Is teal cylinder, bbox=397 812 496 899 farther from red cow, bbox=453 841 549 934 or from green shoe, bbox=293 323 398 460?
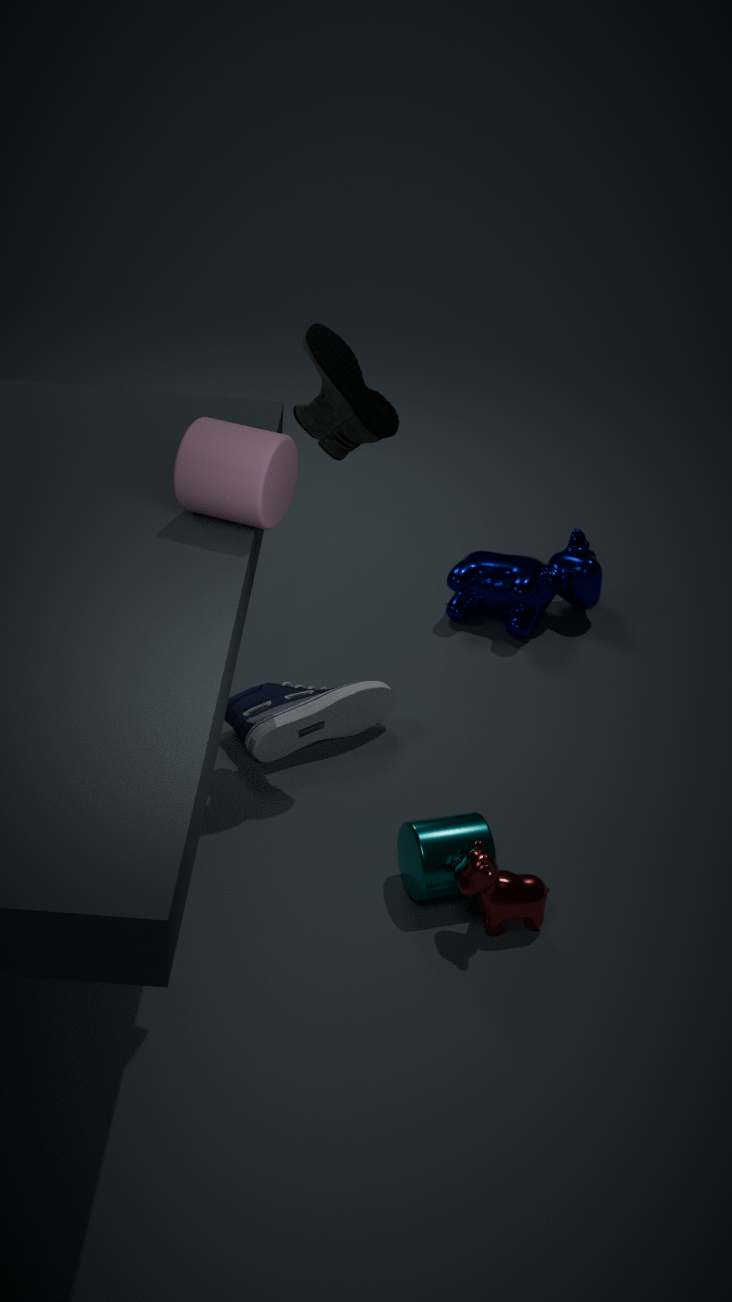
green shoe, bbox=293 323 398 460
